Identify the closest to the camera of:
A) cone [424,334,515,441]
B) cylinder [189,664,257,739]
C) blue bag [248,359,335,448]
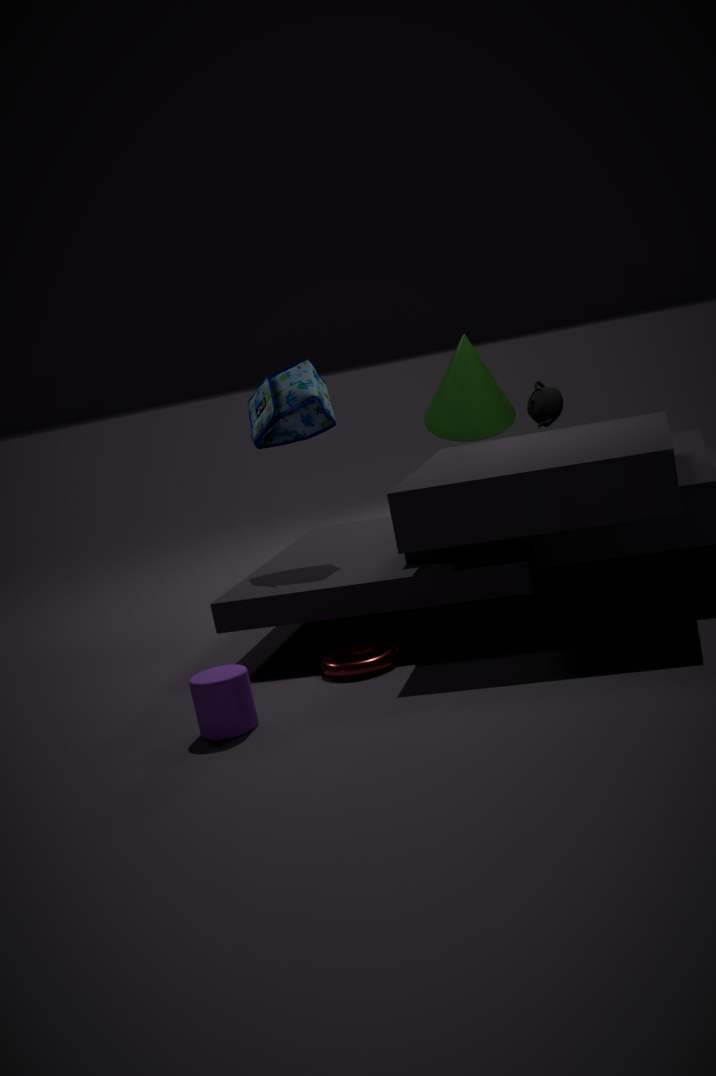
cylinder [189,664,257,739]
